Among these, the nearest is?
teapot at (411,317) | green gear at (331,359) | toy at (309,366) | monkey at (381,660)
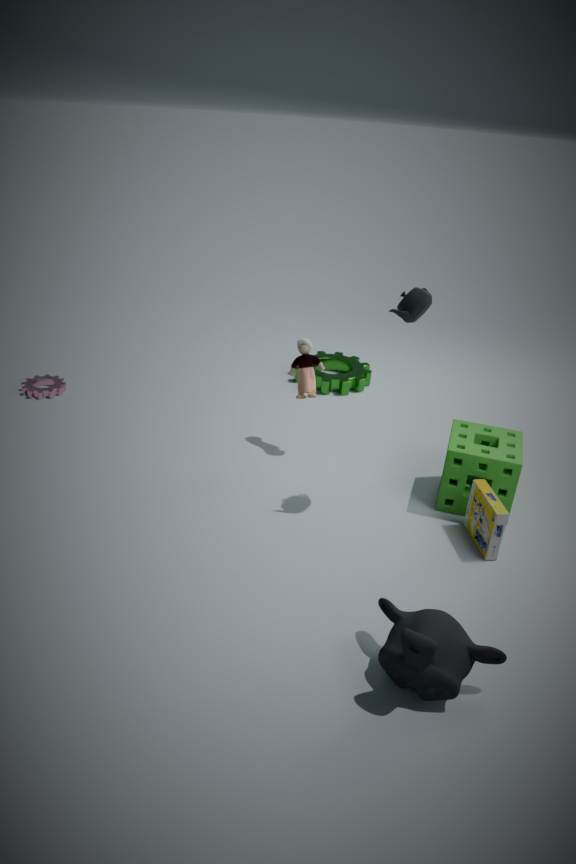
monkey at (381,660)
